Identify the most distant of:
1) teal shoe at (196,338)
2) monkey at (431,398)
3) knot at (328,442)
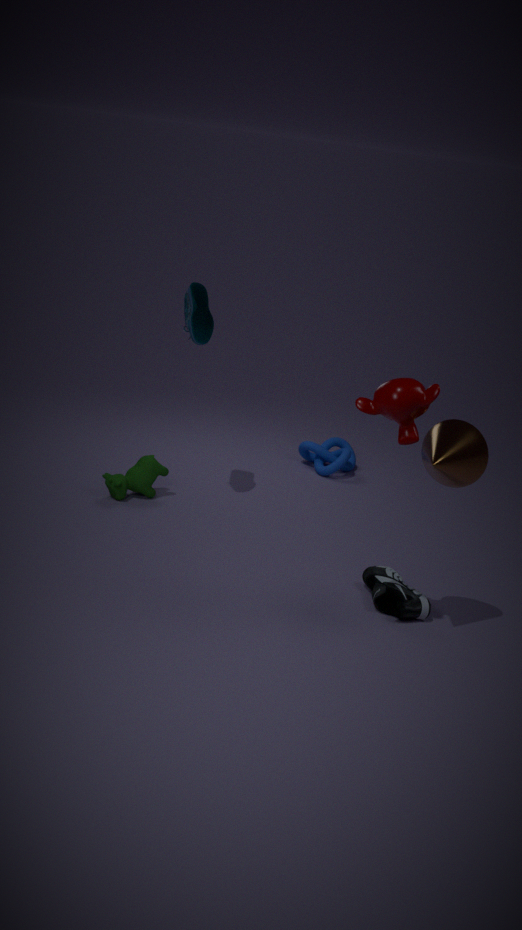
3. knot at (328,442)
